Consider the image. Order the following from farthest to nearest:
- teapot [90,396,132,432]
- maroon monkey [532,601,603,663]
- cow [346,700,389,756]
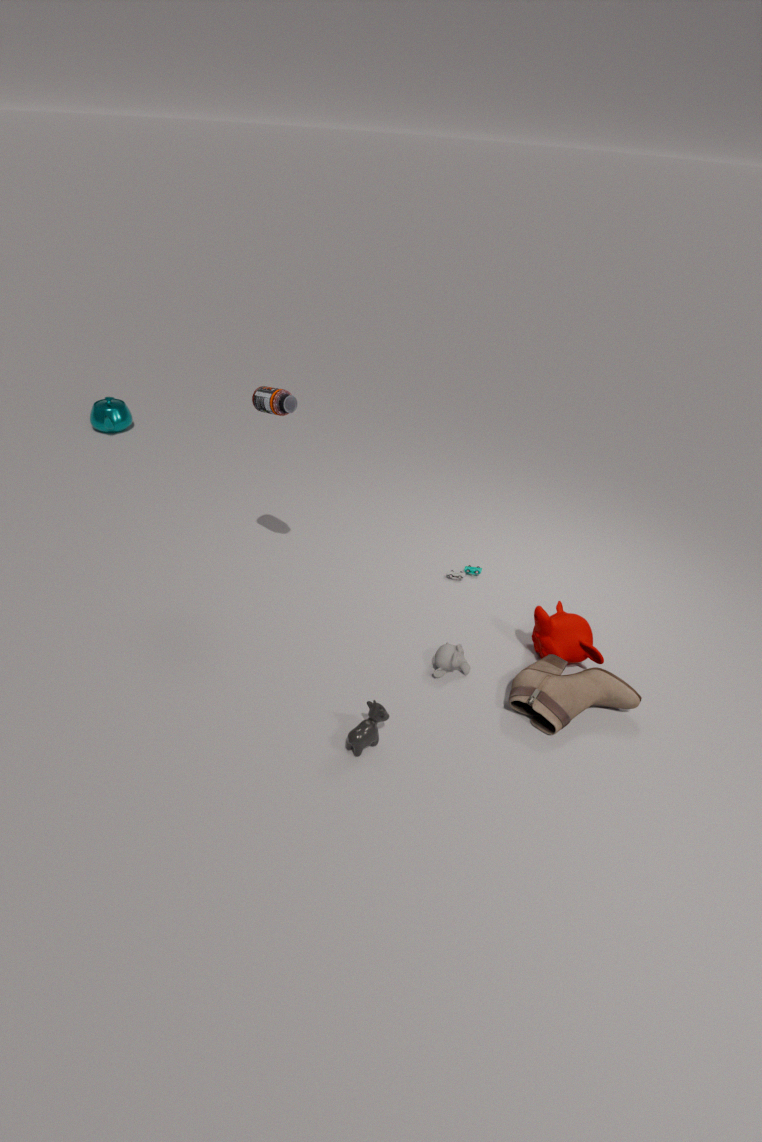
teapot [90,396,132,432] → maroon monkey [532,601,603,663] → cow [346,700,389,756]
